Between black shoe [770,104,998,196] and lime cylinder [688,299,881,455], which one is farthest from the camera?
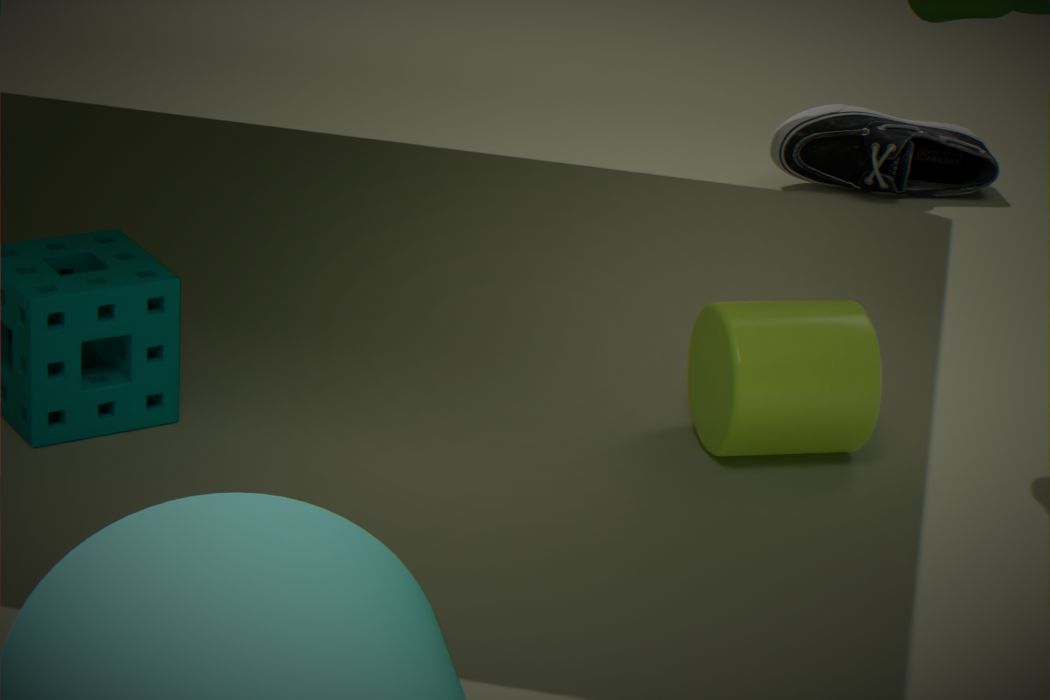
black shoe [770,104,998,196]
